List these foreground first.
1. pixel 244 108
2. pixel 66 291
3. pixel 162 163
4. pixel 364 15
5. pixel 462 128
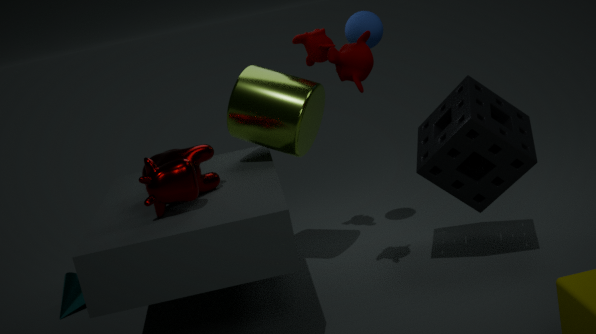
pixel 162 163 < pixel 462 128 < pixel 244 108 < pixel 364 15 < pixel 66 291
